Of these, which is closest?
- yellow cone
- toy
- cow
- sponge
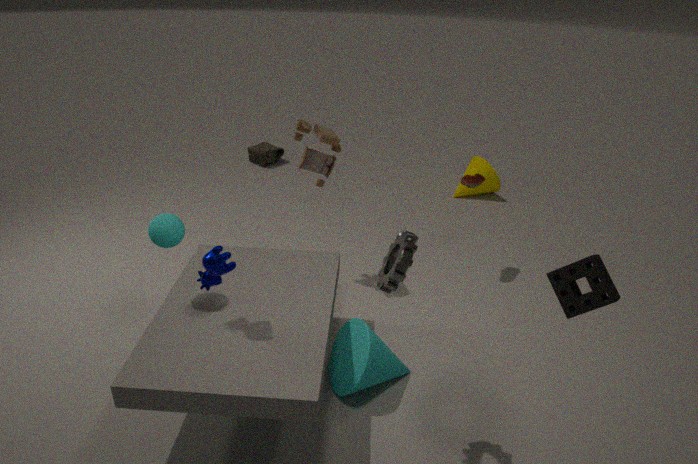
sponge
